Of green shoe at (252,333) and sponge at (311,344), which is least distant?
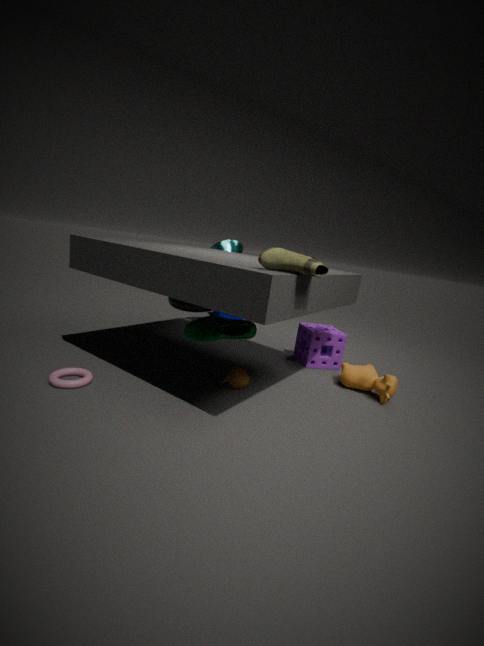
green shoe at (252,333)
